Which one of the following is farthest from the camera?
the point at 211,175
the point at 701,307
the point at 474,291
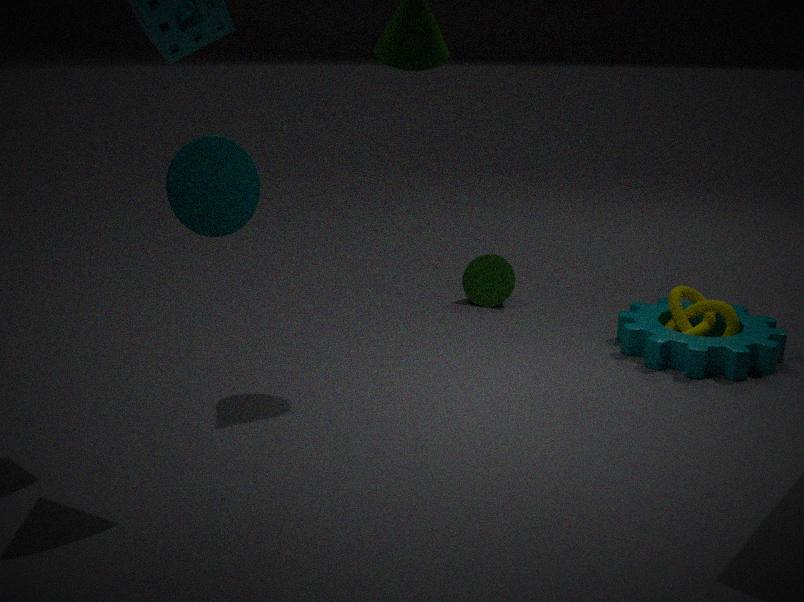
the point at 474,291
